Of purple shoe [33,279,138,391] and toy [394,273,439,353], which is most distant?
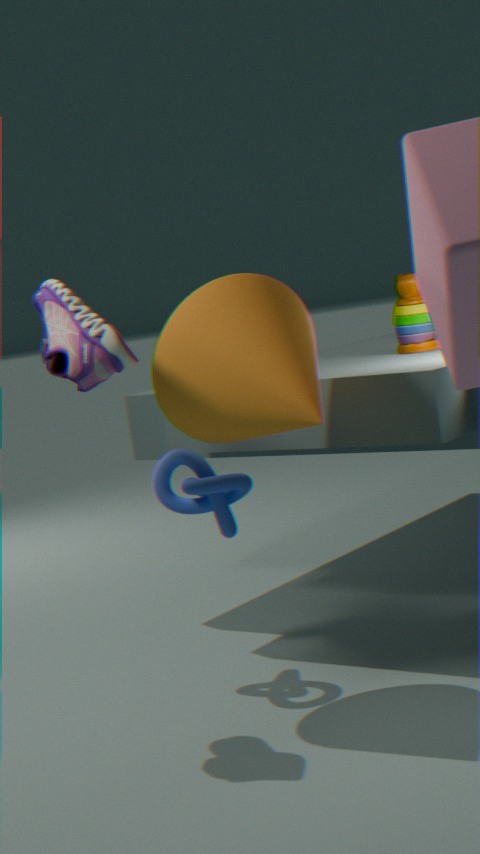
toy [394,273,439,353]
